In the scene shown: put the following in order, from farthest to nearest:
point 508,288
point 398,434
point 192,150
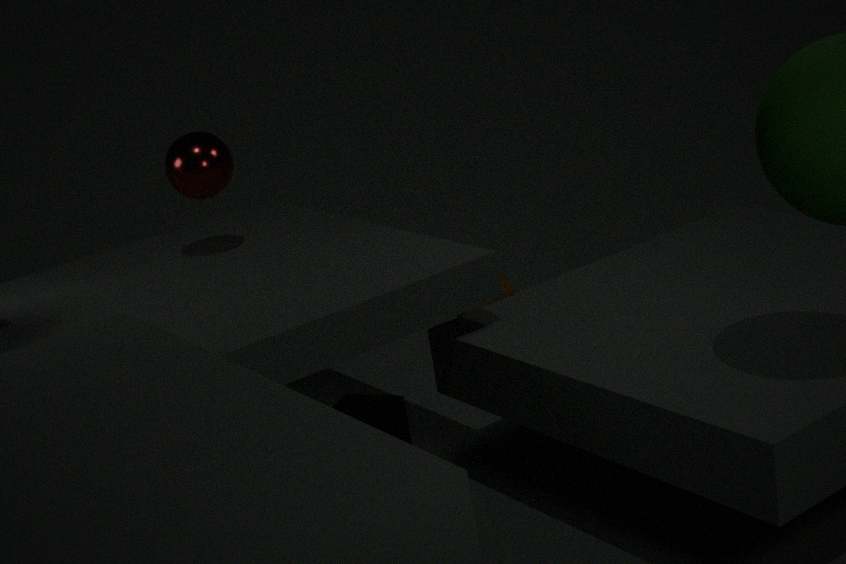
1. point 508,288
2. point 398,434
3. point 192,150
